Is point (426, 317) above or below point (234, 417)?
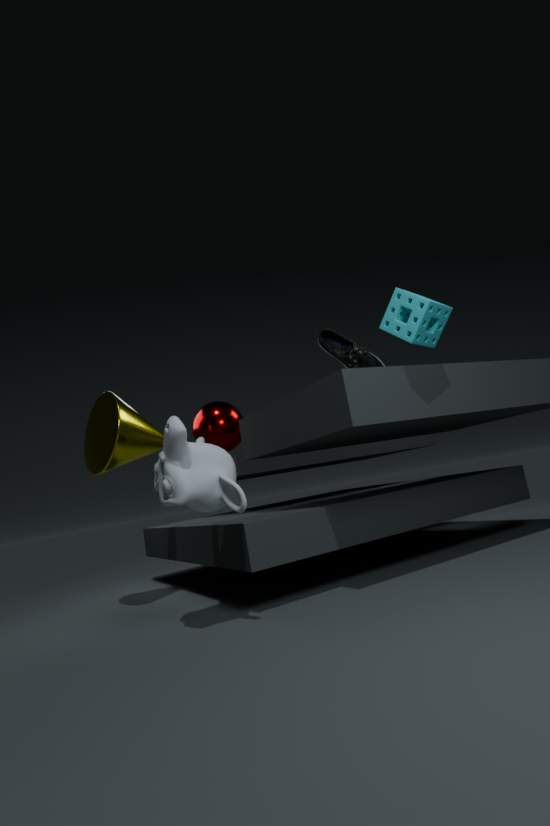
above
